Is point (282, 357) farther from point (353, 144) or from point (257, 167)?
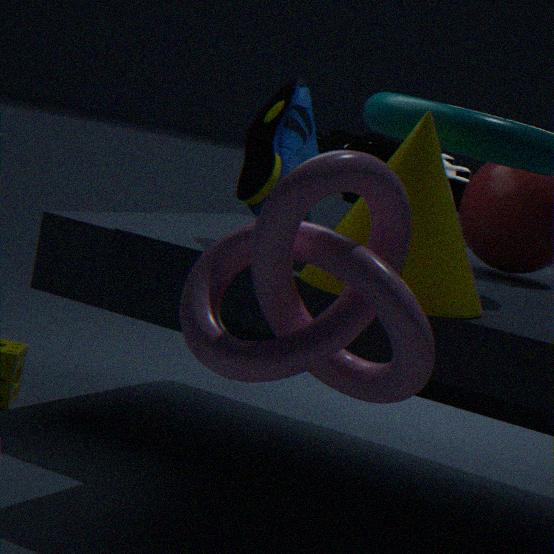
point (353, 144)
